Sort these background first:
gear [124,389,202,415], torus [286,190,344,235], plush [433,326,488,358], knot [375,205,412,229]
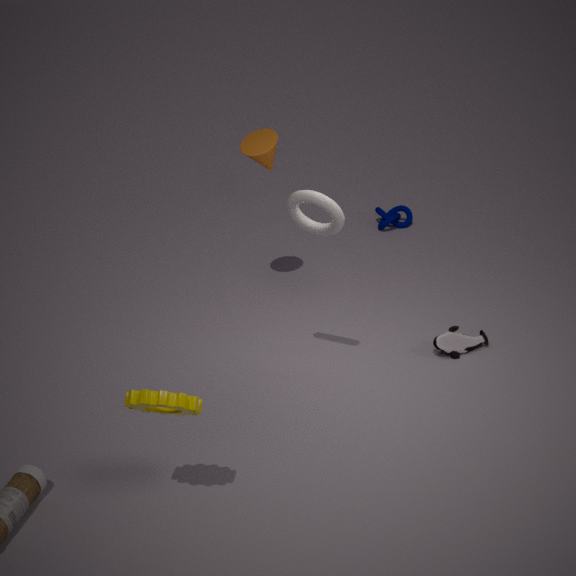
knot [375,205,412,229] < plush [433,326,488,358] < torus [286,190,344,235] < gear [124,389,202,415]
